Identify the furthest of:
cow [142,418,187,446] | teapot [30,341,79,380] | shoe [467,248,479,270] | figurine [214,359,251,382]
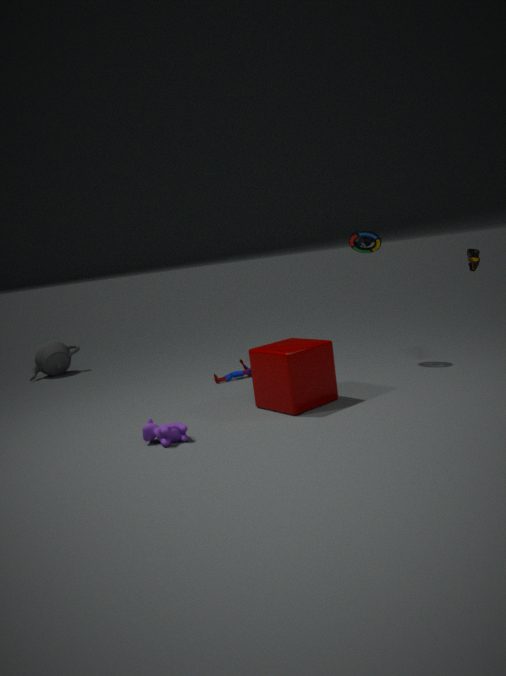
teapot [30,341,79,380]
